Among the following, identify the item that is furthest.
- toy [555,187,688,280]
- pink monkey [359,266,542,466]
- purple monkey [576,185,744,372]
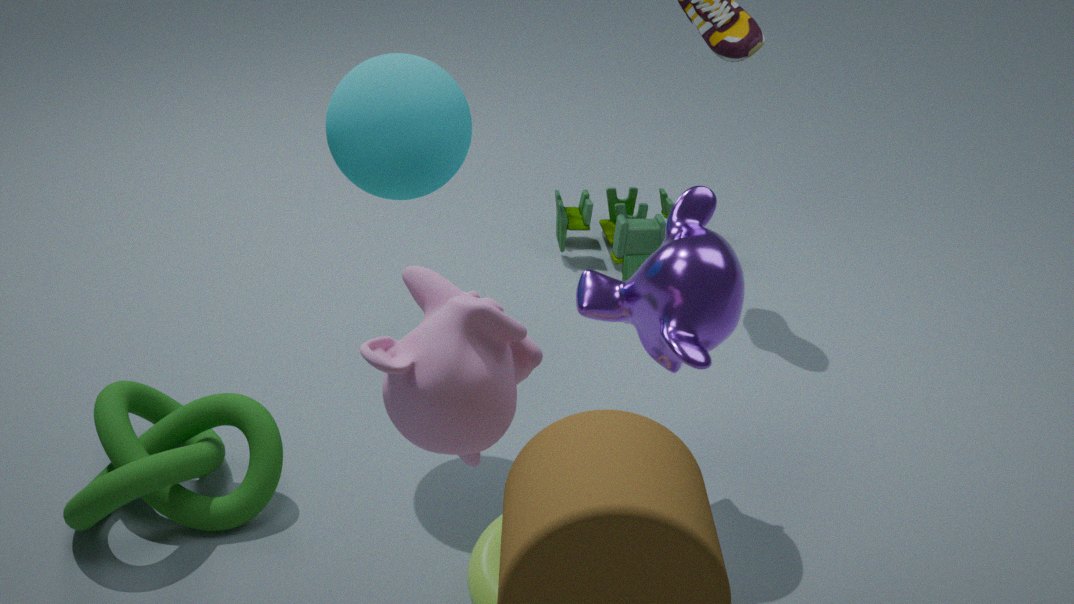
toy [555,187,688,280]
